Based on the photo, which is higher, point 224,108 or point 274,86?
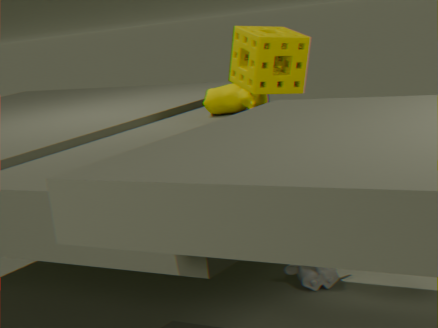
point 274,86
